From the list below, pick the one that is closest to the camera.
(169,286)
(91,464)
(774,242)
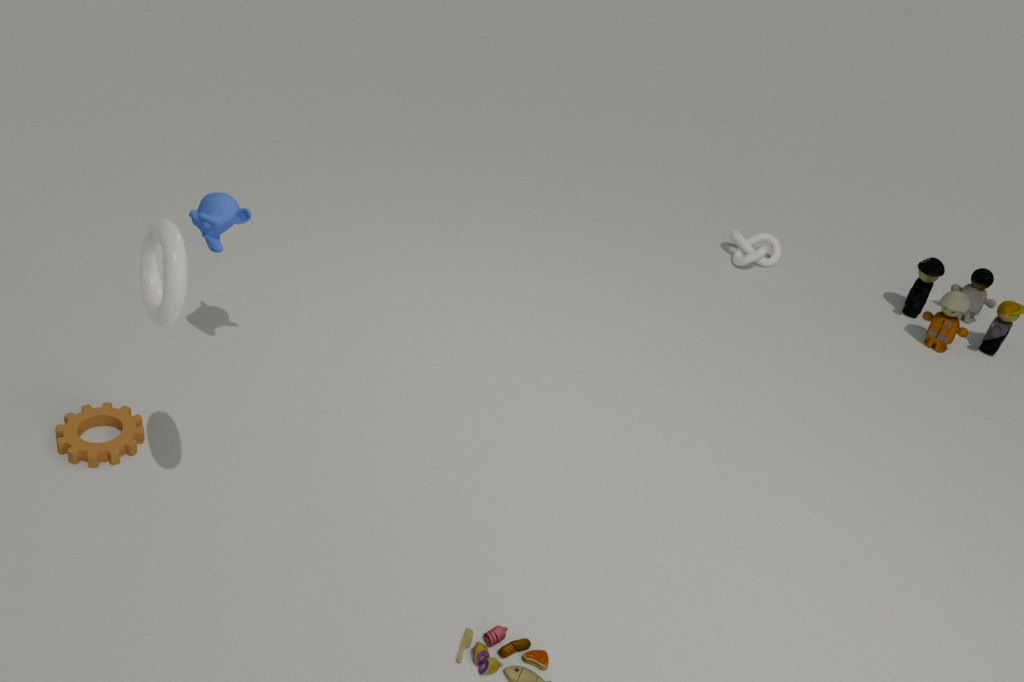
(169,286)
